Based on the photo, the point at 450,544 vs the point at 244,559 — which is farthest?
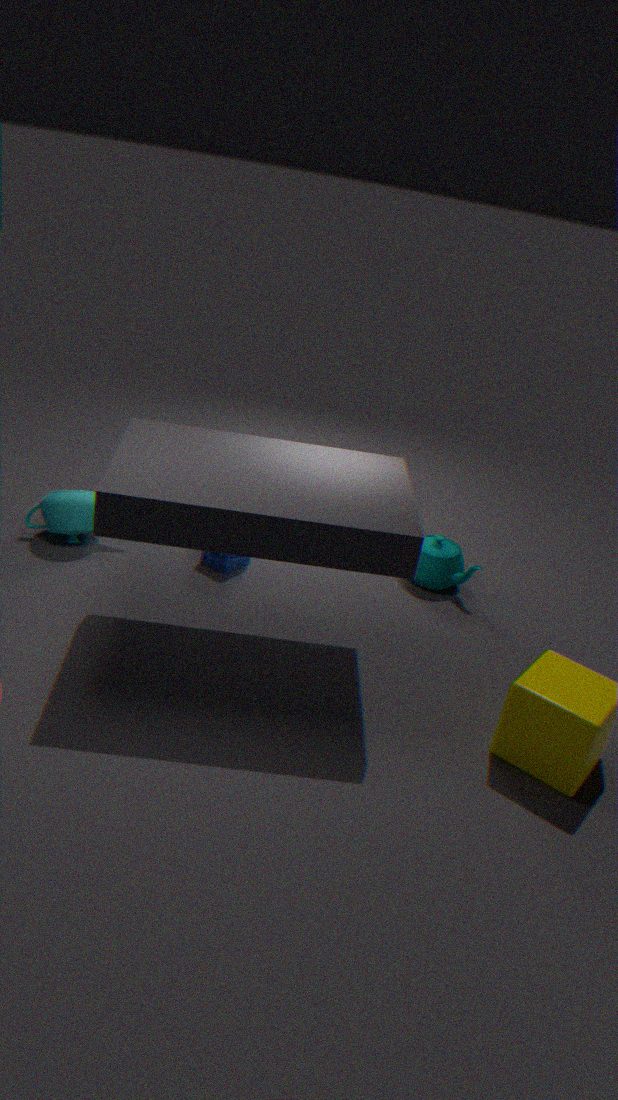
the point at 450,544
